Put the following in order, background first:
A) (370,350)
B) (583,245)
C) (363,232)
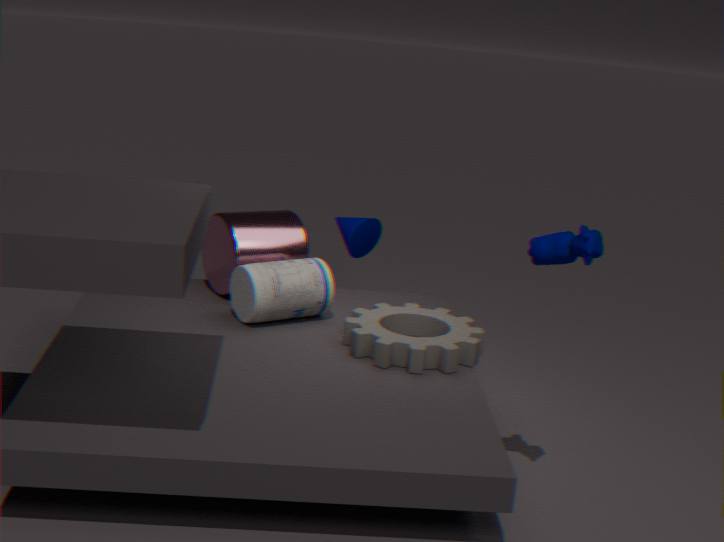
(363,232) < (370,350) < (583,245)
